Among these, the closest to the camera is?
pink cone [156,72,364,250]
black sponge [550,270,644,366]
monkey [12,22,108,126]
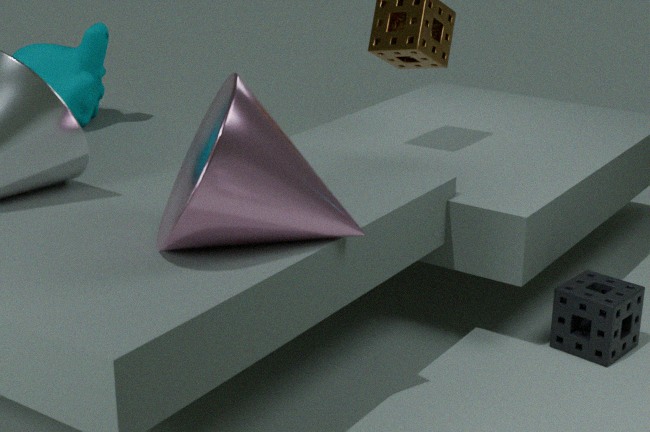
pink cone [156,72,364,250]
